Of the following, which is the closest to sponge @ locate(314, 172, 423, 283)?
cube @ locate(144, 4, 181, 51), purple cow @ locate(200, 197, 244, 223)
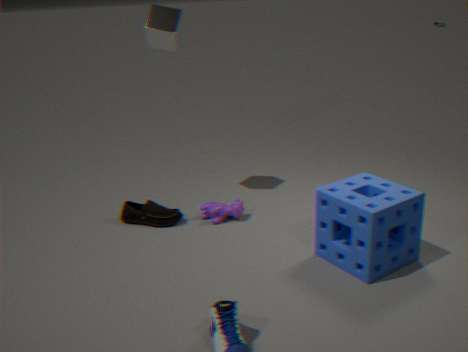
purple cow @ locate(200, 197, 244, 223)
